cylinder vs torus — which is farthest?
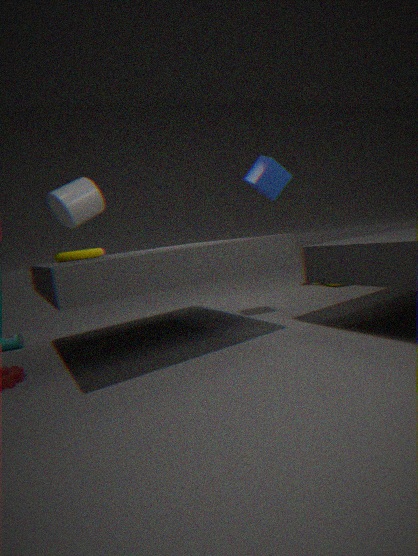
torus
